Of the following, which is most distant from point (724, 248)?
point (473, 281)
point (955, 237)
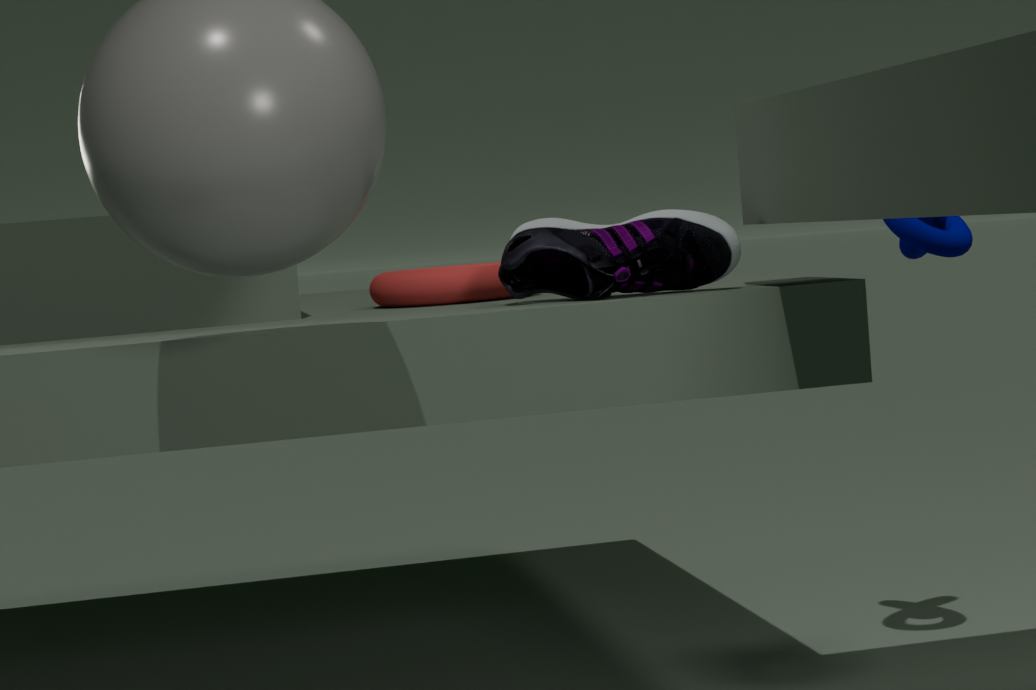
point (955, 237)
